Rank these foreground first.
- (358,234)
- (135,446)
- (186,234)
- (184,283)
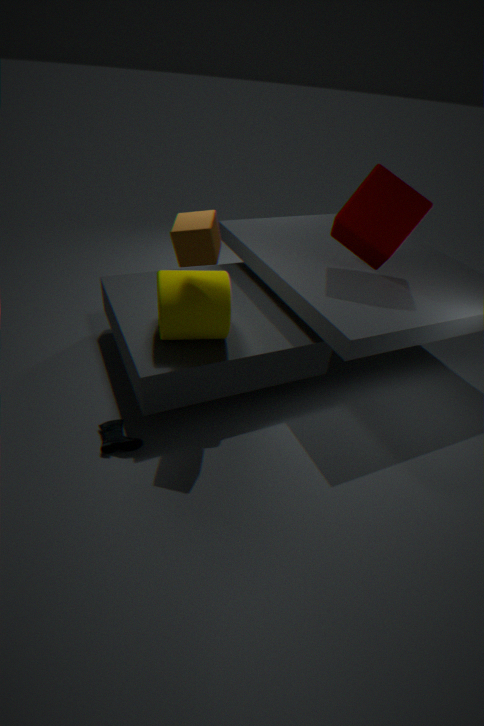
(186,234) < (184,283) < (135,446) < (358,234)
